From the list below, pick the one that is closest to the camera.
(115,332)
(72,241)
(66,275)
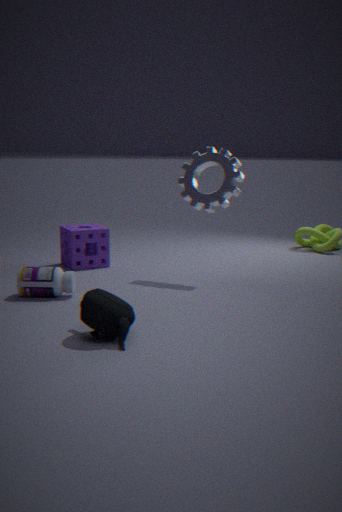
(115,332)
